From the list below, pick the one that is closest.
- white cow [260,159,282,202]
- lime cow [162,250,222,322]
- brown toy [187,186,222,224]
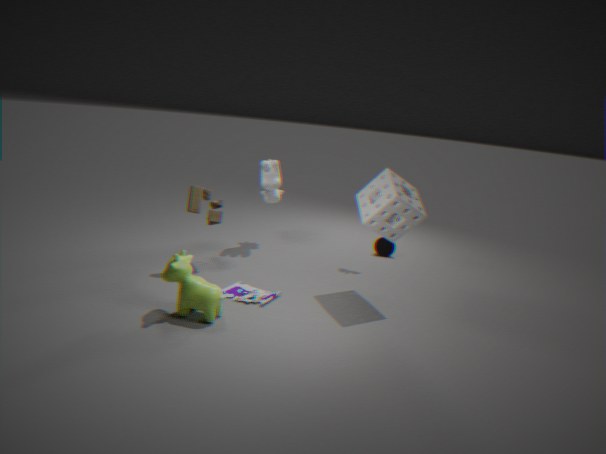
lime cow [162,250,222,322]
